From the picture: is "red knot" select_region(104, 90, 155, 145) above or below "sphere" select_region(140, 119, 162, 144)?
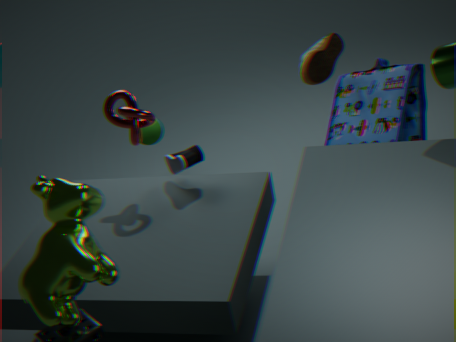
above
